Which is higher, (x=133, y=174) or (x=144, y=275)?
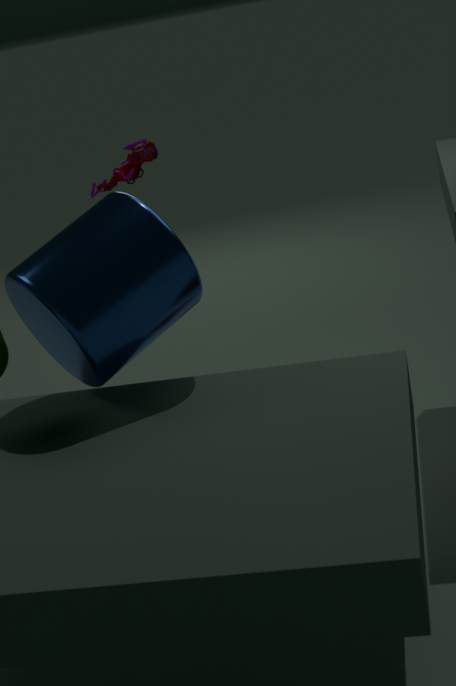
(x=133, y=174)
